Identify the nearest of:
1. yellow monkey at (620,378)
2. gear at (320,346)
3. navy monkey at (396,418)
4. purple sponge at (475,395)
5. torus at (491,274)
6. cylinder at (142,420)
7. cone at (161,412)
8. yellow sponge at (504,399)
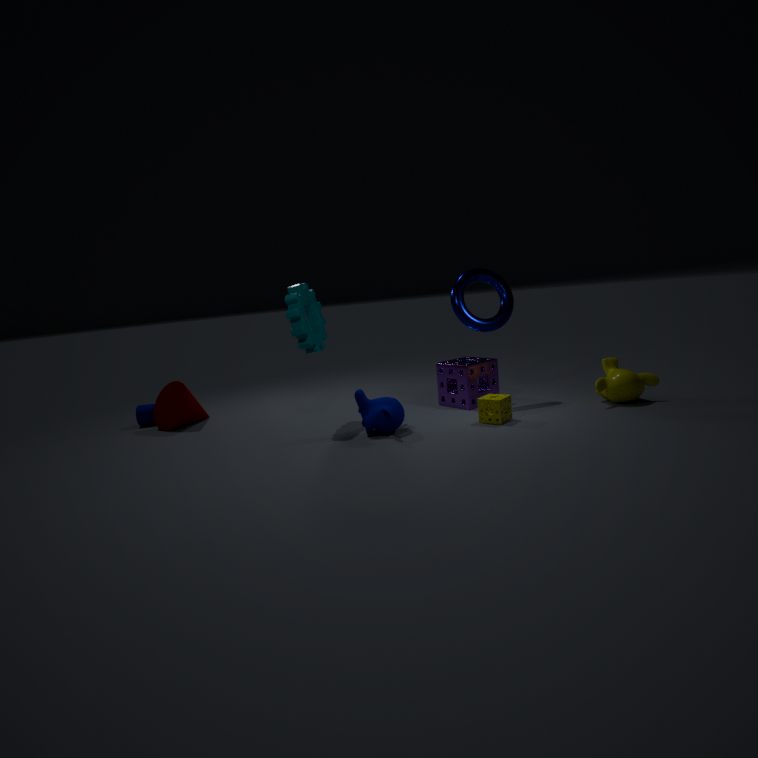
navy monkey at (396,418)
